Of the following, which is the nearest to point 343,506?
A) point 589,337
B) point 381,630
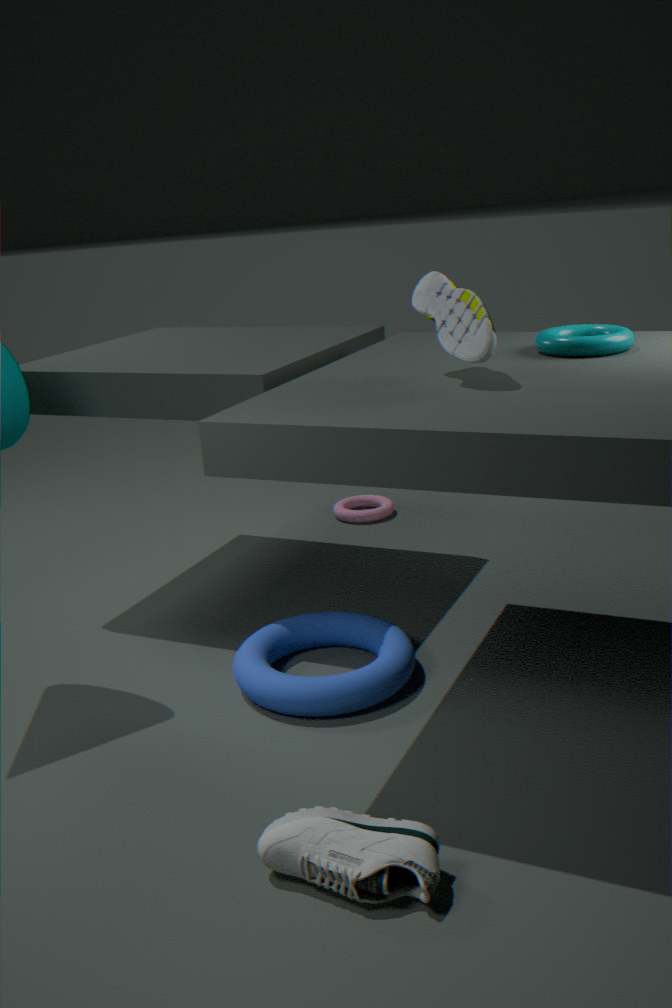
point 381,630
